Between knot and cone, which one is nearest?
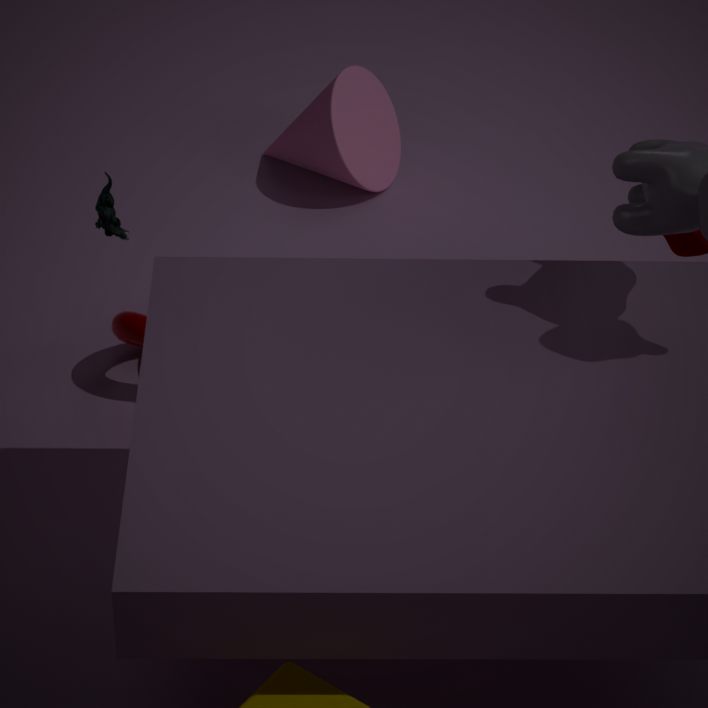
knot
